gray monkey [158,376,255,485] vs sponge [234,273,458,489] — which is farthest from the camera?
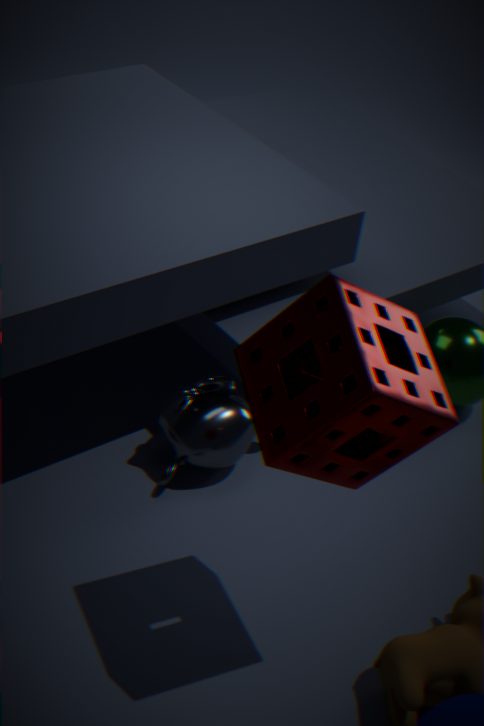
gray monkey [158,376,255,485]
